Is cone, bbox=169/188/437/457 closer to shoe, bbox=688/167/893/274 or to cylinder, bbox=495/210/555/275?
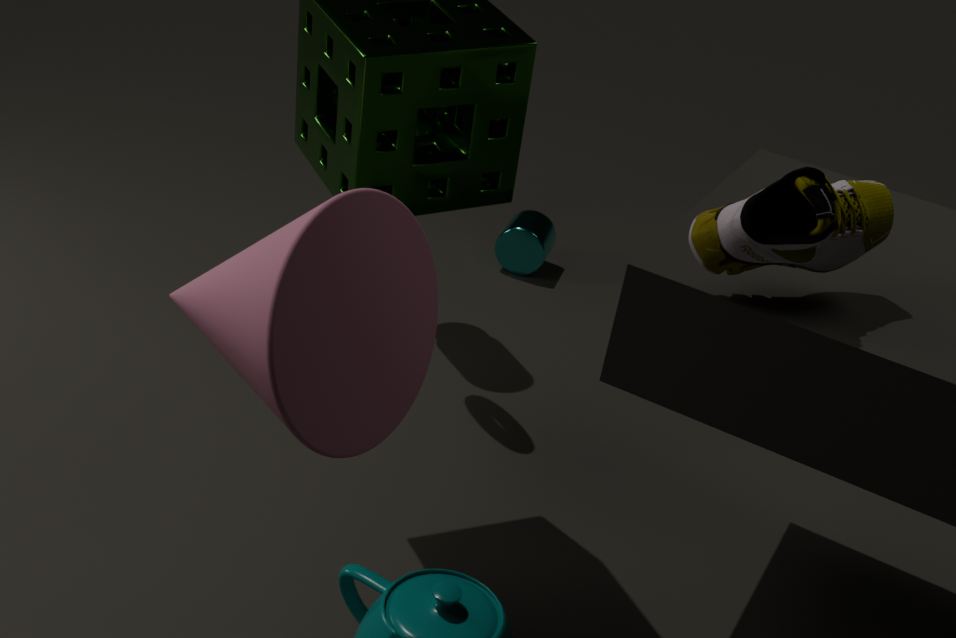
shoe, bbox=688/167/893/274
